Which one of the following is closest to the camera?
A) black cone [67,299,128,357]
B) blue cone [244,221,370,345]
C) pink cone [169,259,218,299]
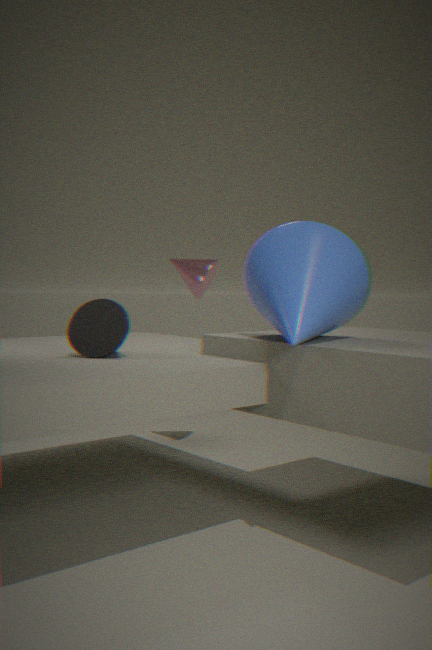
blue cone [244,221,370,345]
